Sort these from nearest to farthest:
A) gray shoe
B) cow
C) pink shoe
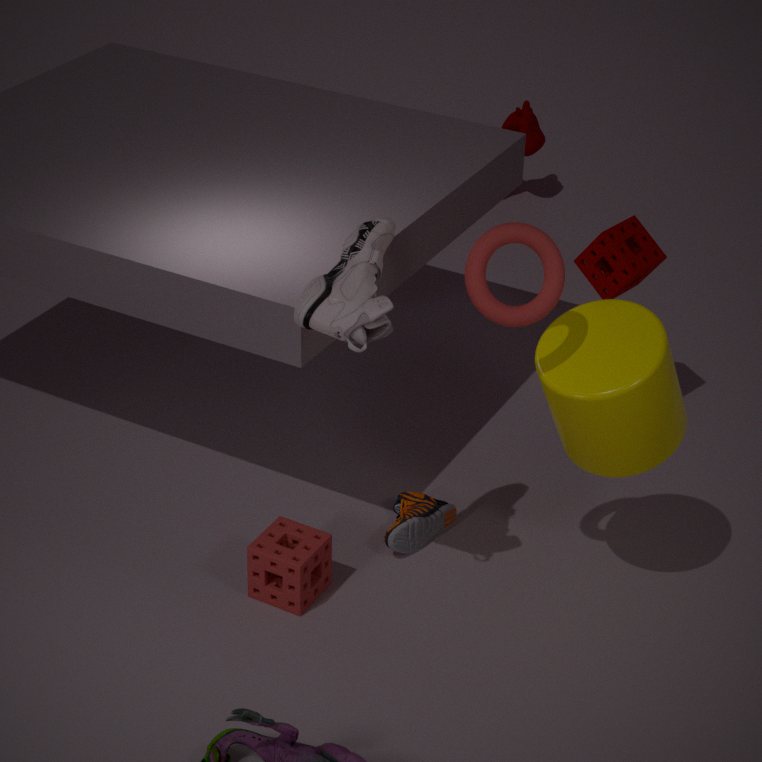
1. gray shoe
2. pink shoe
3. cow
